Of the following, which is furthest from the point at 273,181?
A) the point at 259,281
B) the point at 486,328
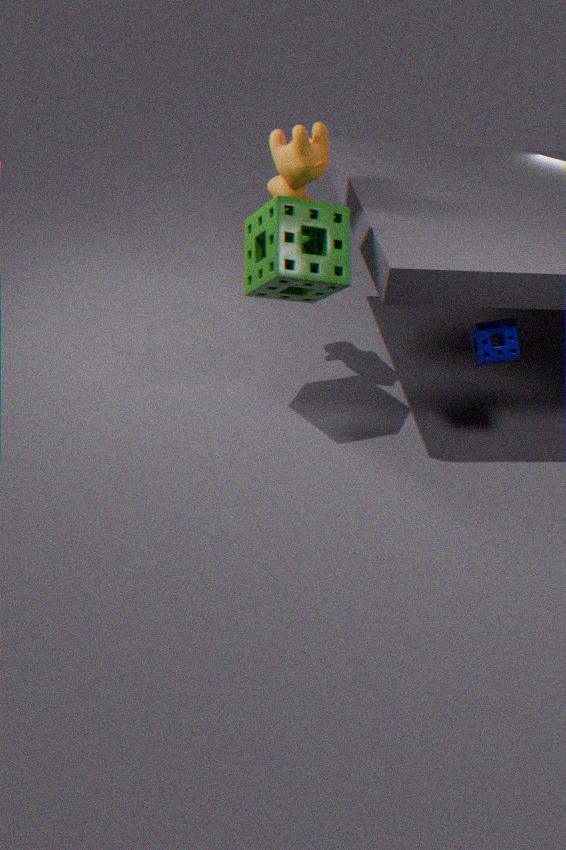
the point at 486,328
